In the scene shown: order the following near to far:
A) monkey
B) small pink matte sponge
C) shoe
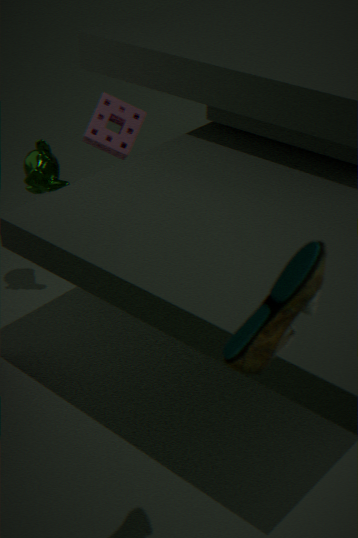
shoe
monkey
small pink matte sponge
